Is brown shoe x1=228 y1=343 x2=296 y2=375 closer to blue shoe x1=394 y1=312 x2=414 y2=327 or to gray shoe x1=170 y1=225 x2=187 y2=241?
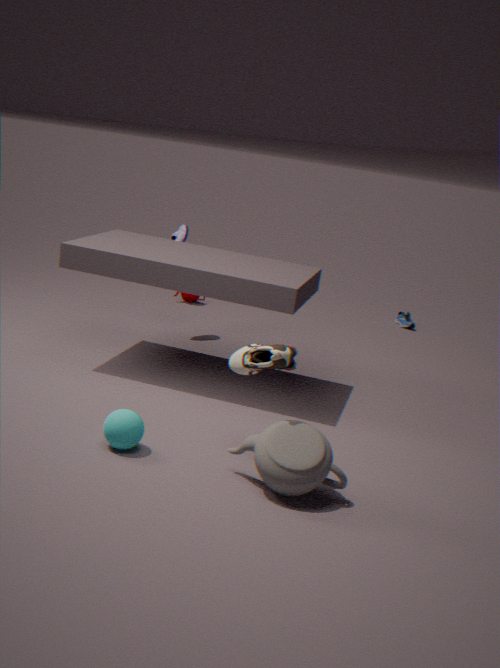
gray shoe x1=170 y1=225 x2=187 y2=241
